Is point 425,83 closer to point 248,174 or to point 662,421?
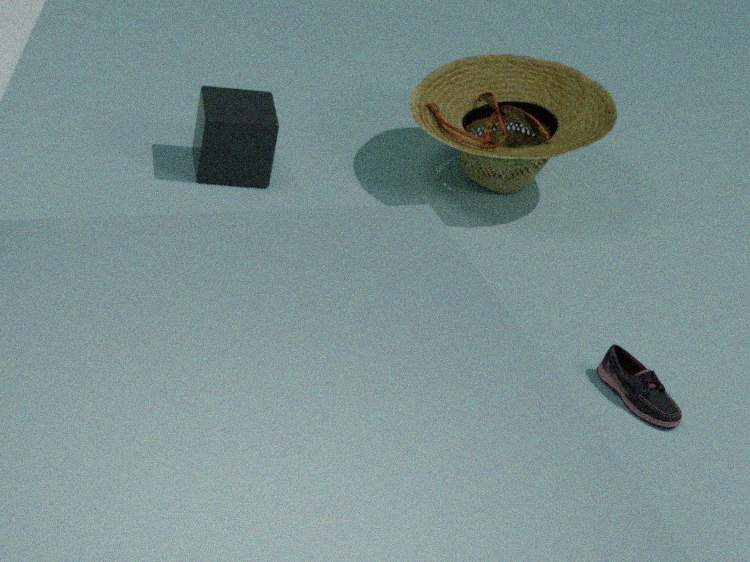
point 248,174
